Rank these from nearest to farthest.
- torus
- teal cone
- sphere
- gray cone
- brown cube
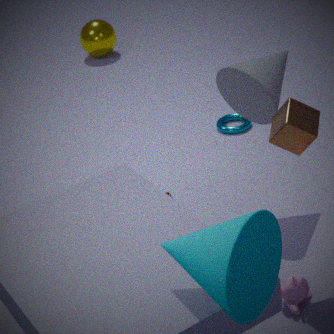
teal cone, brown cube, gray cone, torus, sphere
